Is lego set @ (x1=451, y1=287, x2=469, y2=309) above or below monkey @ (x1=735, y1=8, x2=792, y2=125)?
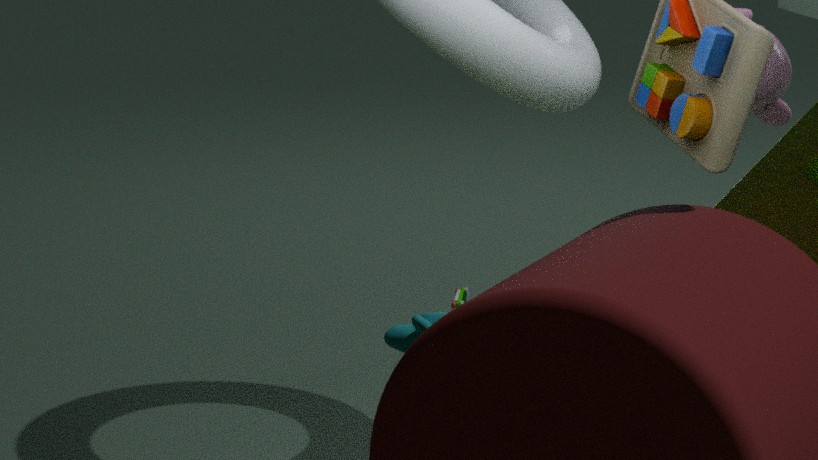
below
